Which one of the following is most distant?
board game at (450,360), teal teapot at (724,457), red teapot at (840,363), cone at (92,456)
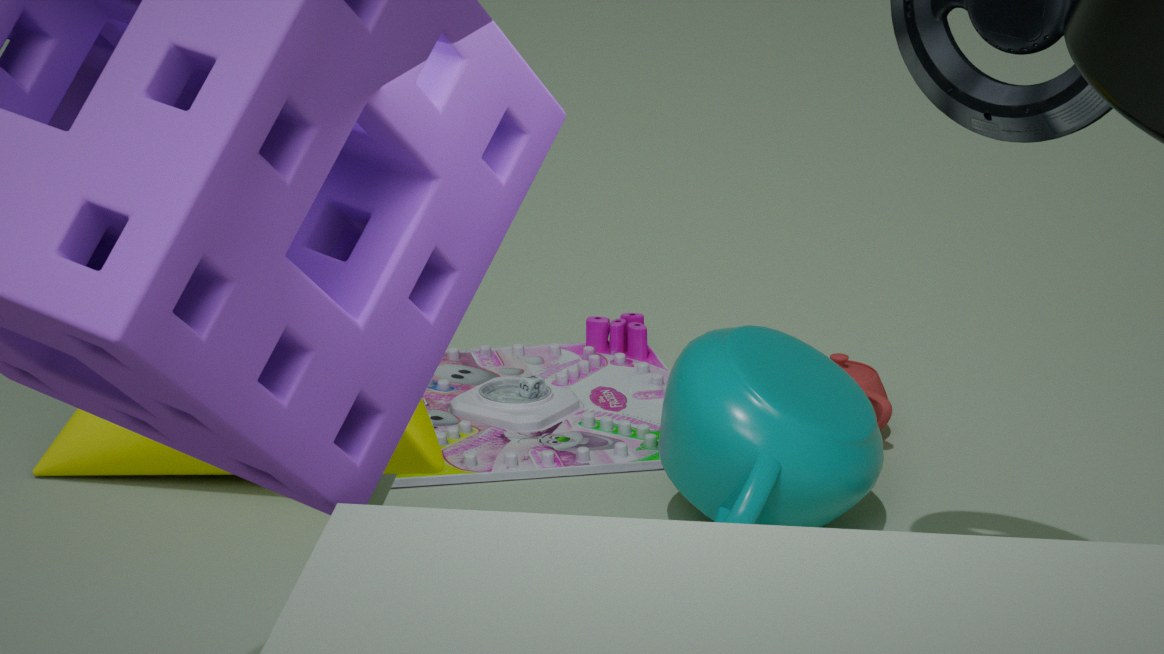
red teapot at (840,363)
